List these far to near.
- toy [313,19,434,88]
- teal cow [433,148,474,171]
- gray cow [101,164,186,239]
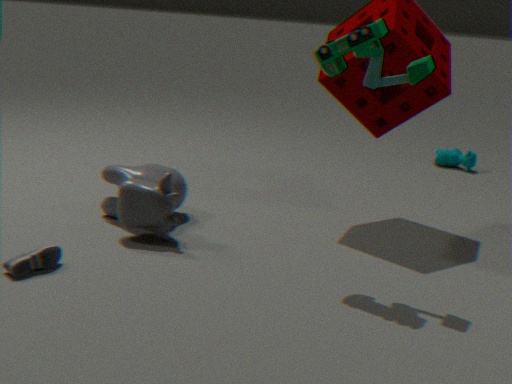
teal cow [433,148,474,171], gray cow [101,164,186,239], toy [313,19,434,88]
